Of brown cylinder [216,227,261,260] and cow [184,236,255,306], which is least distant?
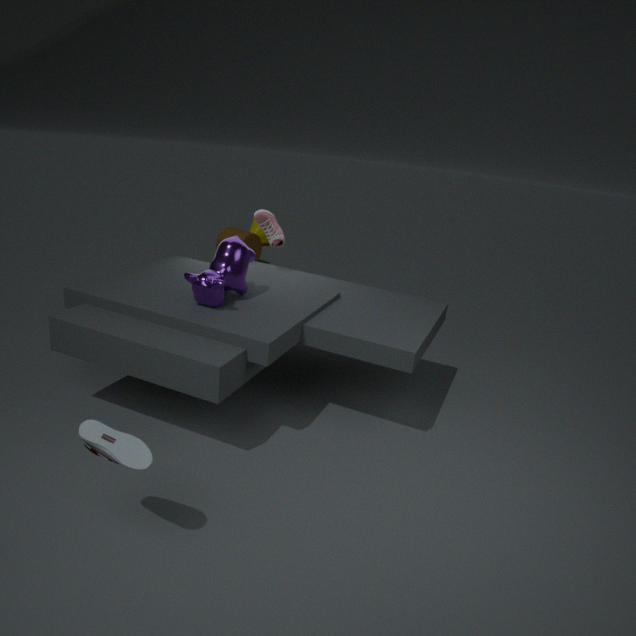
cow [184,236,255,306]
